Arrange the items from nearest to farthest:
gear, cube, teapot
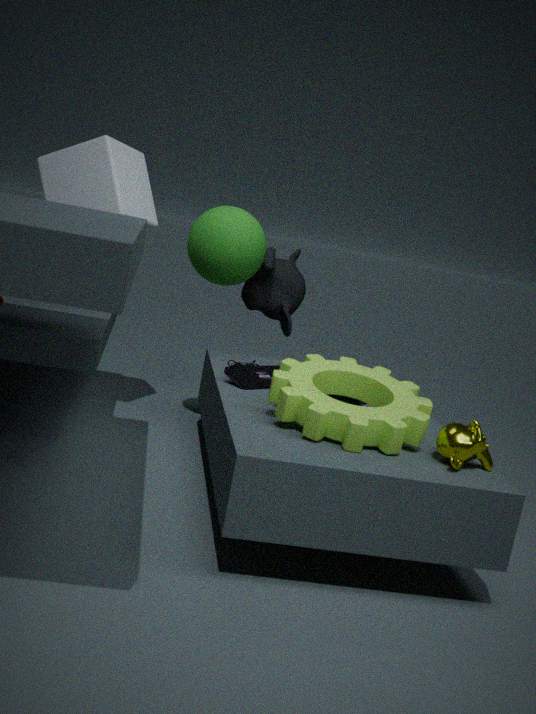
gear
teapot
cube
